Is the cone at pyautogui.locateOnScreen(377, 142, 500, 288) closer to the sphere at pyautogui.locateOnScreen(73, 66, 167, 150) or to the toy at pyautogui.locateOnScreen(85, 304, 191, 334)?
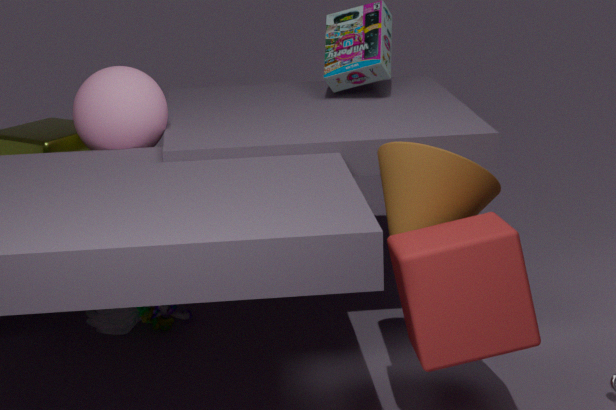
the sphere at pyautogui.locateOnScreen(73, 66, 167, 150)
